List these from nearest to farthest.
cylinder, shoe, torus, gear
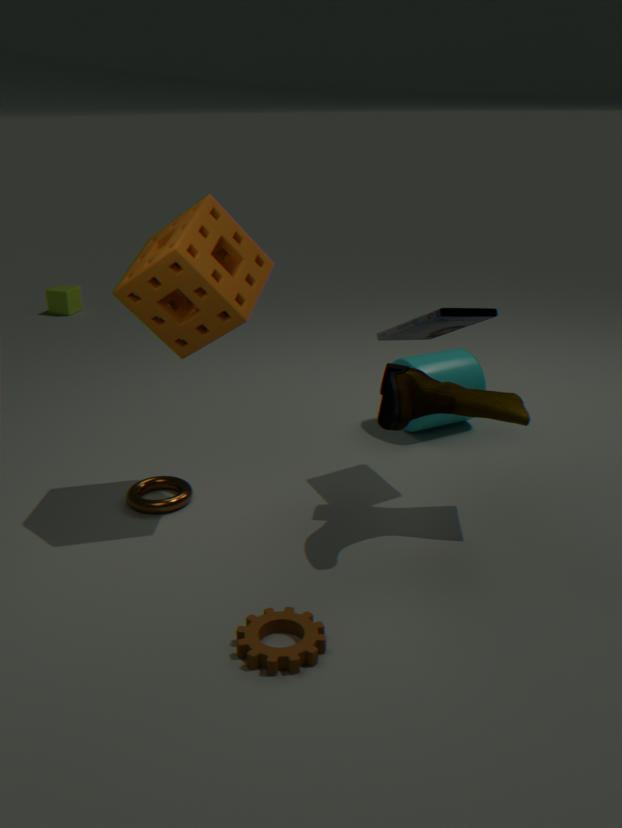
gear → shoe → torus → cylinder
